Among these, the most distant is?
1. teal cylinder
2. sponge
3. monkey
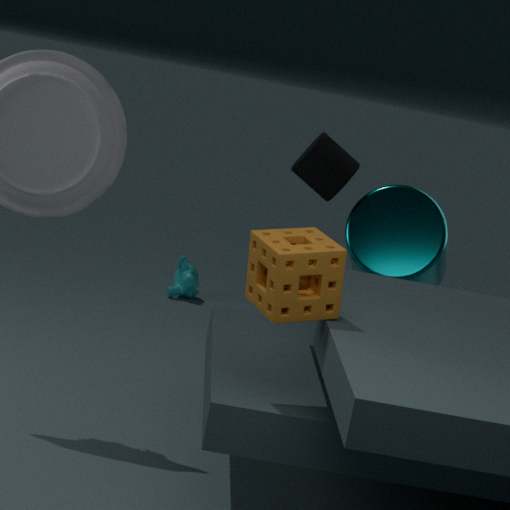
monkey
